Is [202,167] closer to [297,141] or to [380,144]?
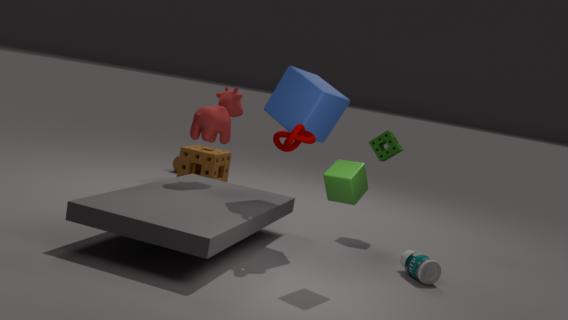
[380,144]
